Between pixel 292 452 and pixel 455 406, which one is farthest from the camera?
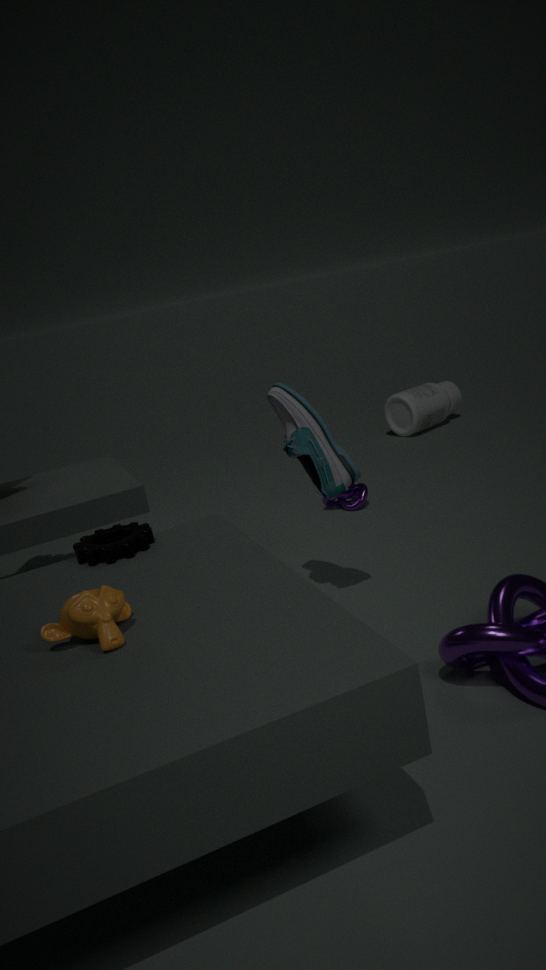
pixel 455 406
